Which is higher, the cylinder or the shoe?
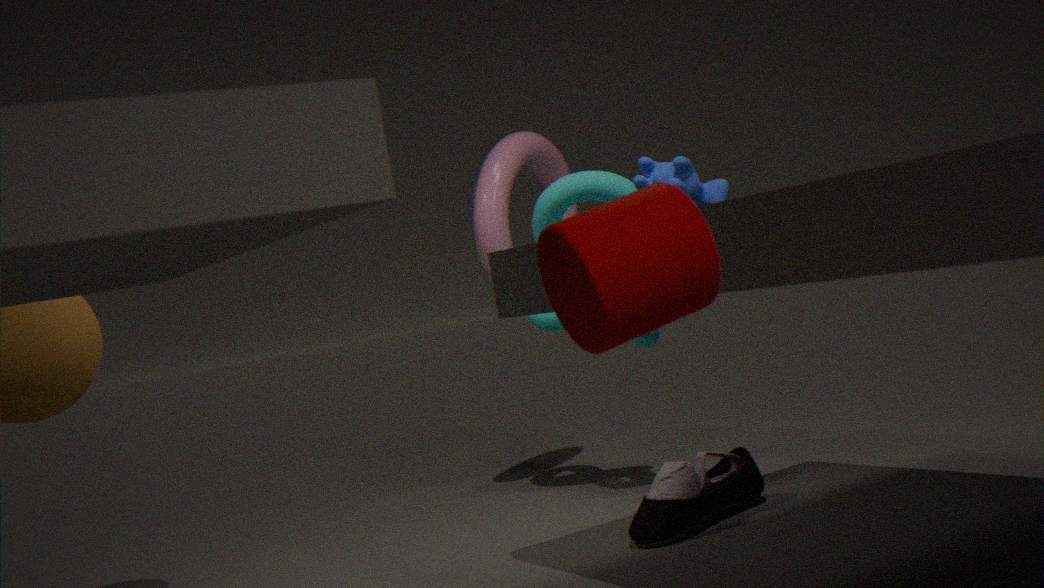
the cylinder
